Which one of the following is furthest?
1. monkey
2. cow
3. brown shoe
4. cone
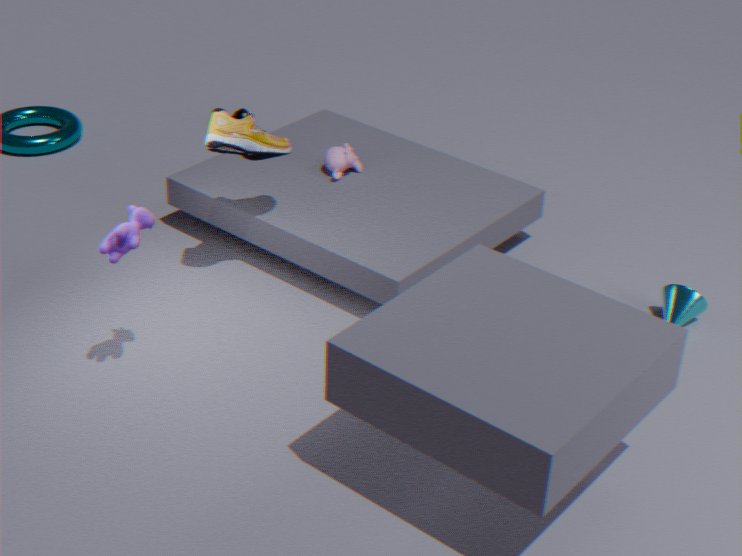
monkey
